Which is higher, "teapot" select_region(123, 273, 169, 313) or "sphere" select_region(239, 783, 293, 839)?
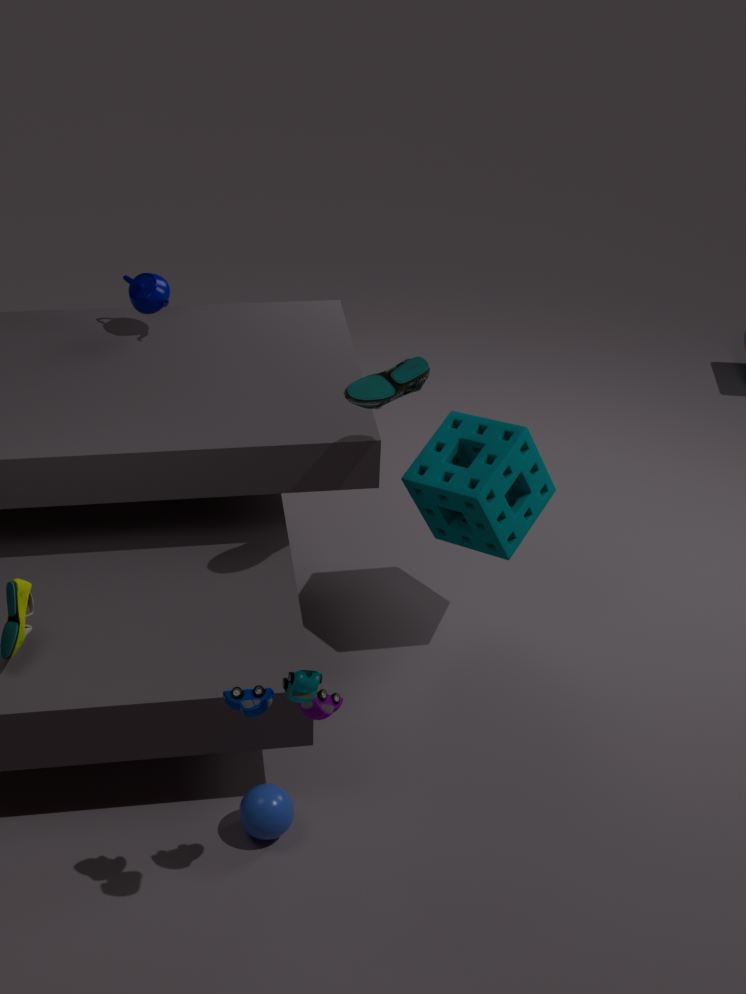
"teapot" select_region(123, 273, 169, 313)
